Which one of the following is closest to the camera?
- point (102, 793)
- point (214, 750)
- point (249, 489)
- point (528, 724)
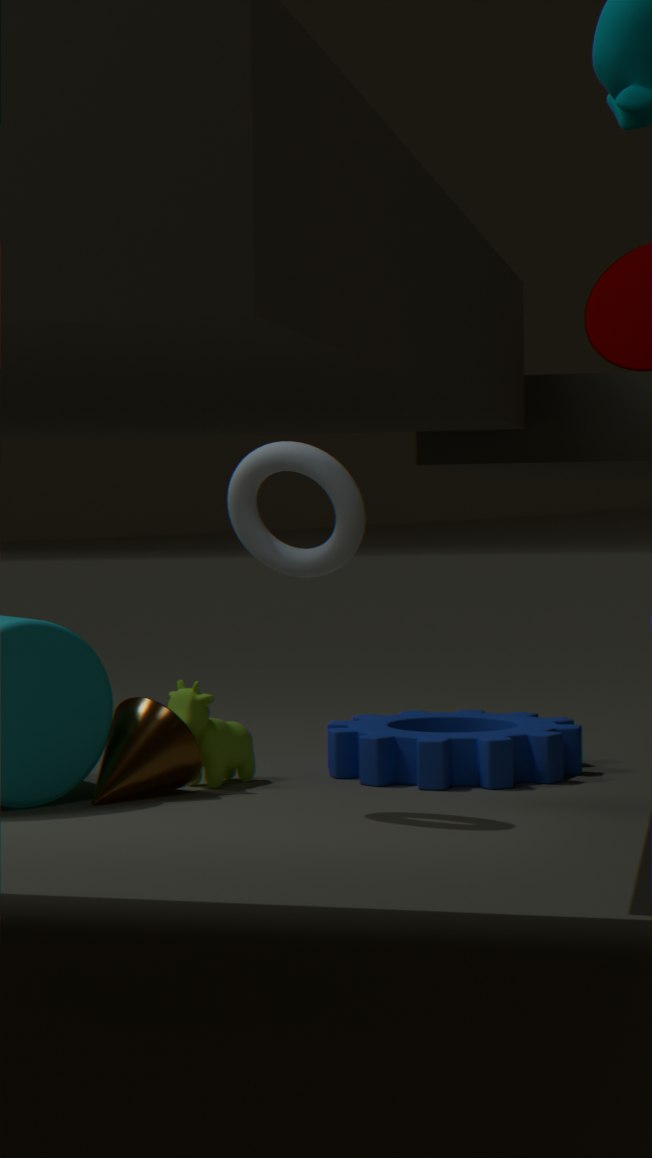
point (249, 489)
